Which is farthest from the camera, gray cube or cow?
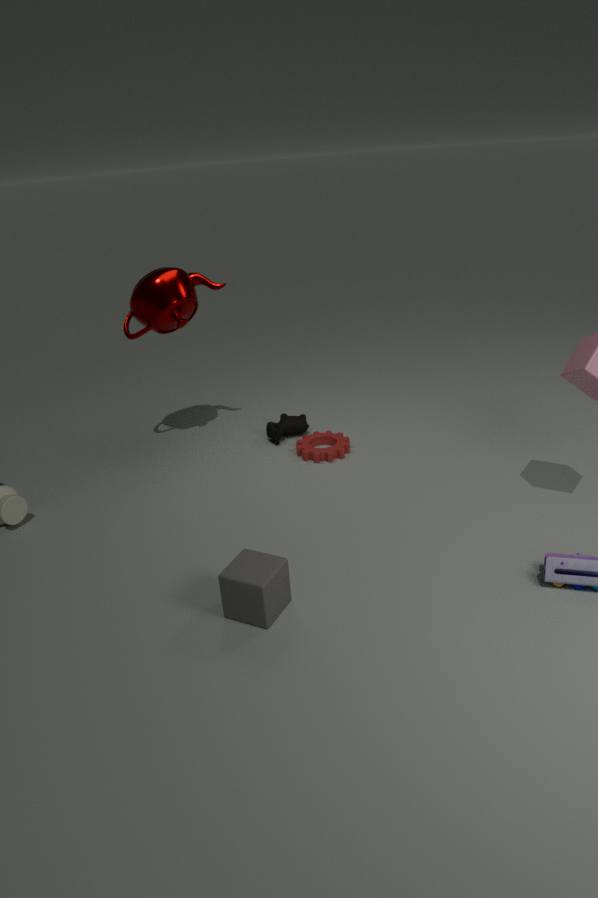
cow
